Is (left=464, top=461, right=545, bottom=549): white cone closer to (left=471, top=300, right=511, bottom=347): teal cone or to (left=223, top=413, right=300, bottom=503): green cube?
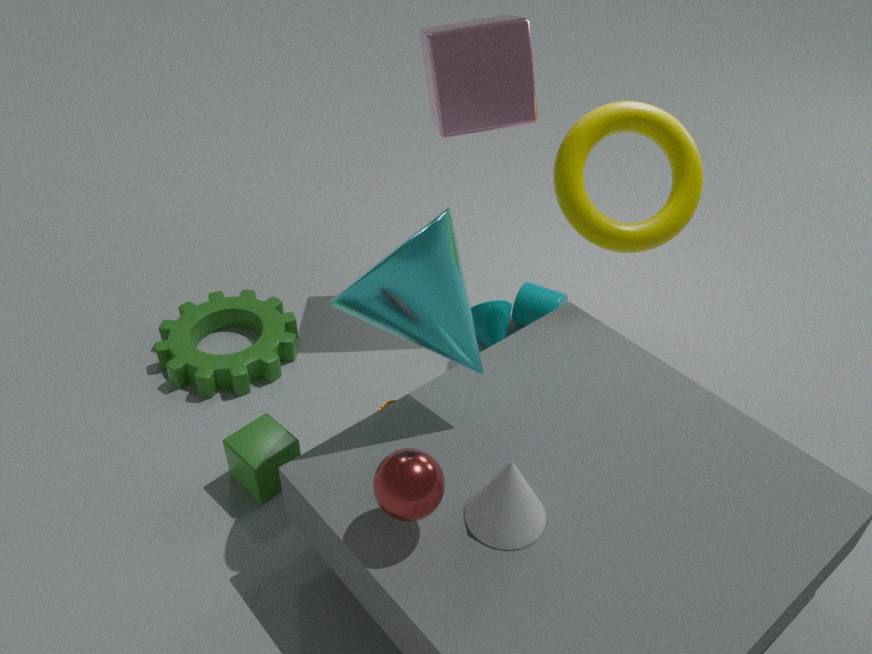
(left=223, top=413, right=300, bottom=503): green cube
